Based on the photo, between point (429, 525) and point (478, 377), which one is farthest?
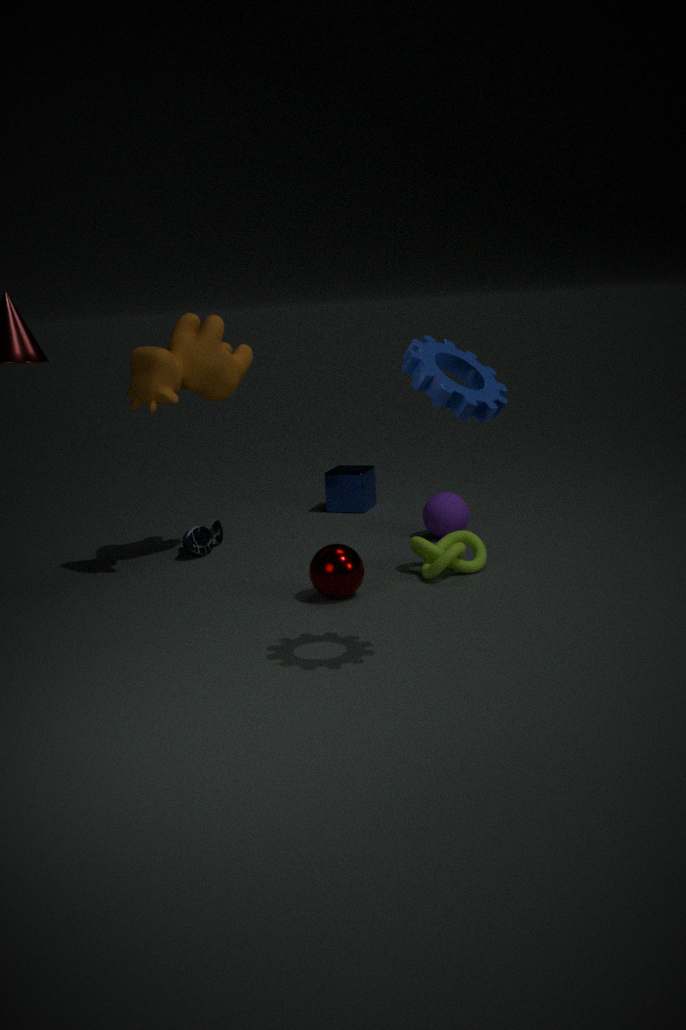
point (429, 525)
